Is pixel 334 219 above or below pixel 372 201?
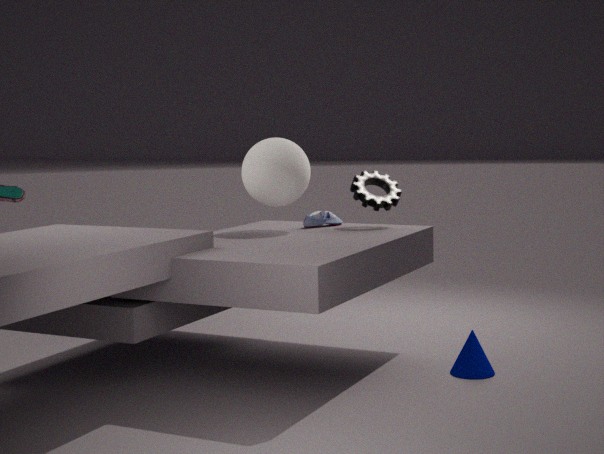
below
